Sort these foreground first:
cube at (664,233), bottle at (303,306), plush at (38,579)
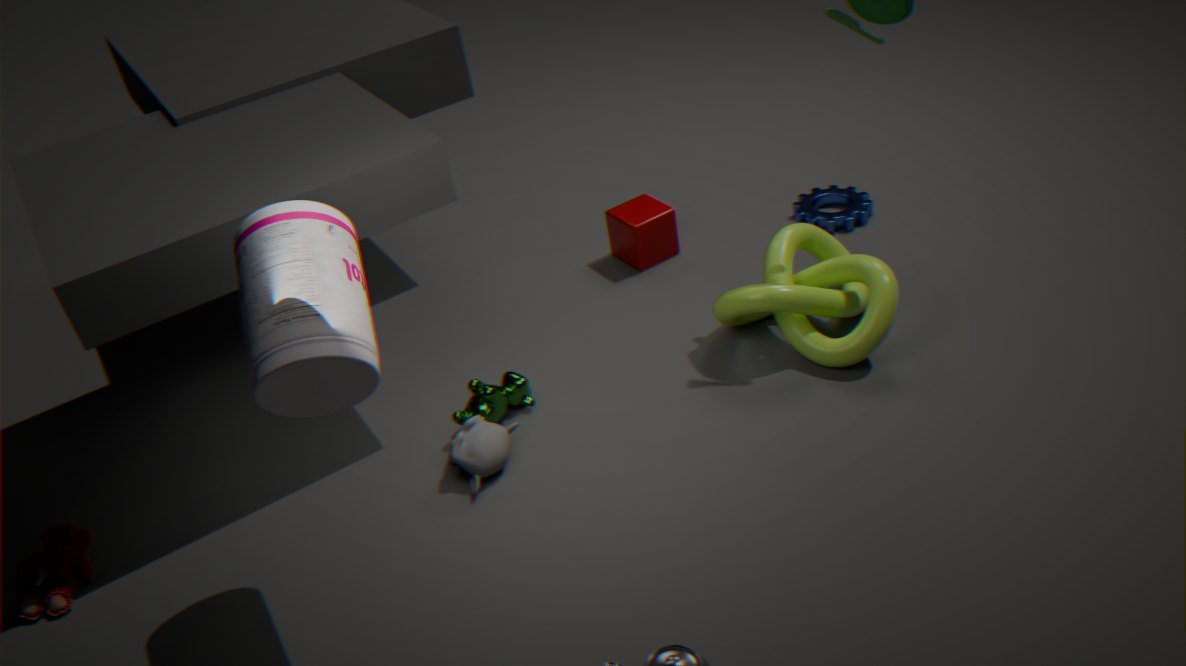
bottle at (303,306) < plush at (38,579) < cube at (664,233)
